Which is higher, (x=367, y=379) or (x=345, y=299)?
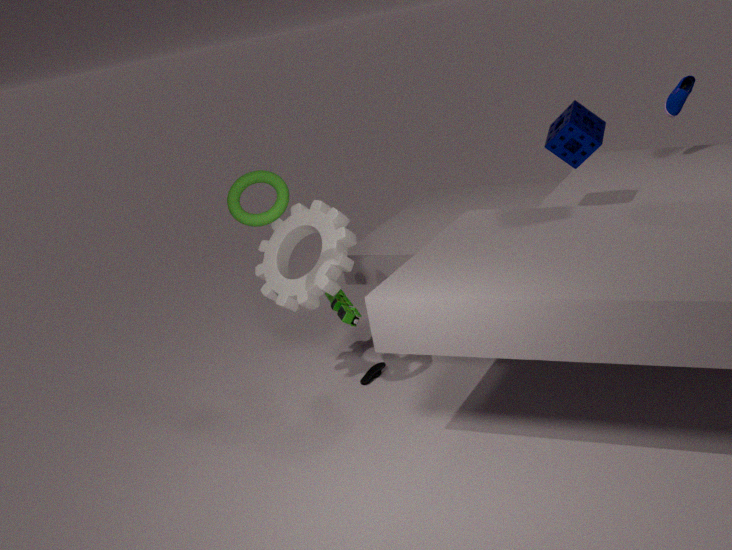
(x=345, y=299)
